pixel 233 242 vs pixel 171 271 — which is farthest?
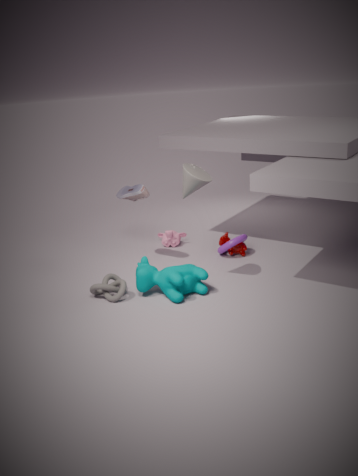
pixel 233 242
